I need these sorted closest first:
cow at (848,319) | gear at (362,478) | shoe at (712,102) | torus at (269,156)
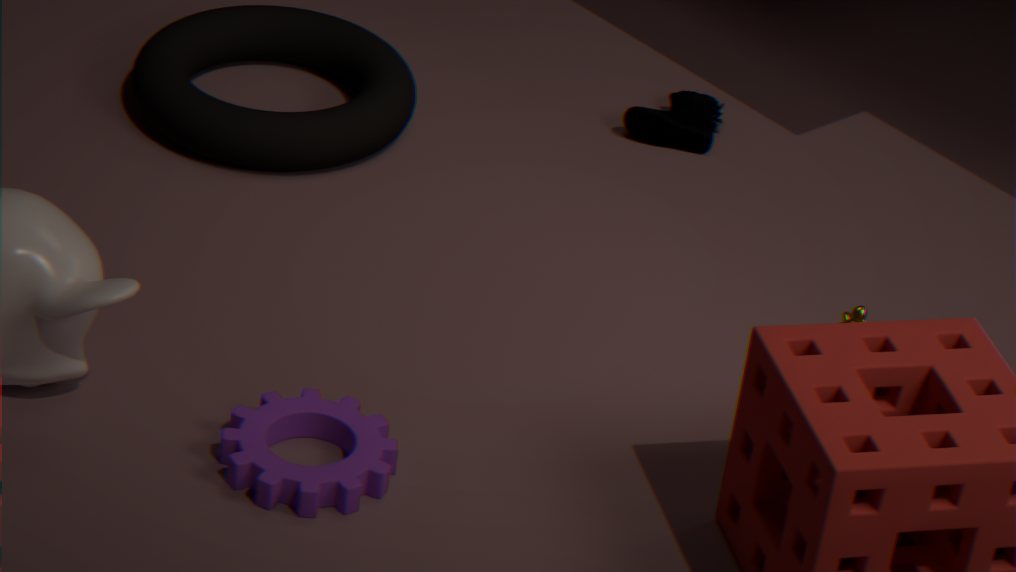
gear at (362,478) → cow at (848,319) → torus at (269,156) → shoe at (712,102)
